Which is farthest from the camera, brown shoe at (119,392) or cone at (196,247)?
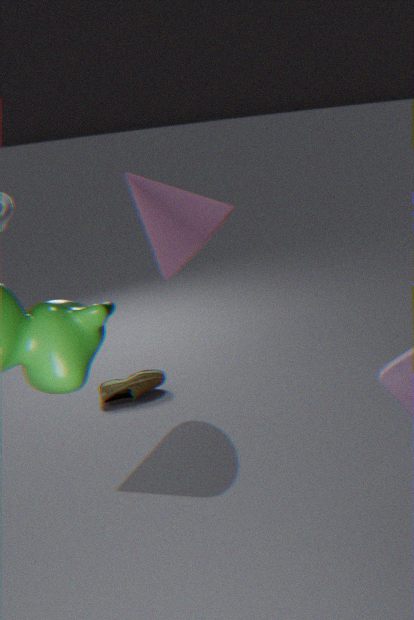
brown shoe at (119,392)
